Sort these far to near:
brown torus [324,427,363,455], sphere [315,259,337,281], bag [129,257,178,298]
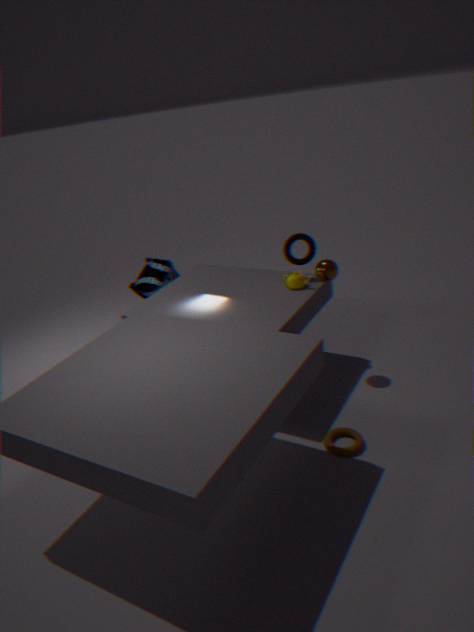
bag [129,257,178,298] → sphere [315,259,337,281] → brown torus [324,427,363,455]
